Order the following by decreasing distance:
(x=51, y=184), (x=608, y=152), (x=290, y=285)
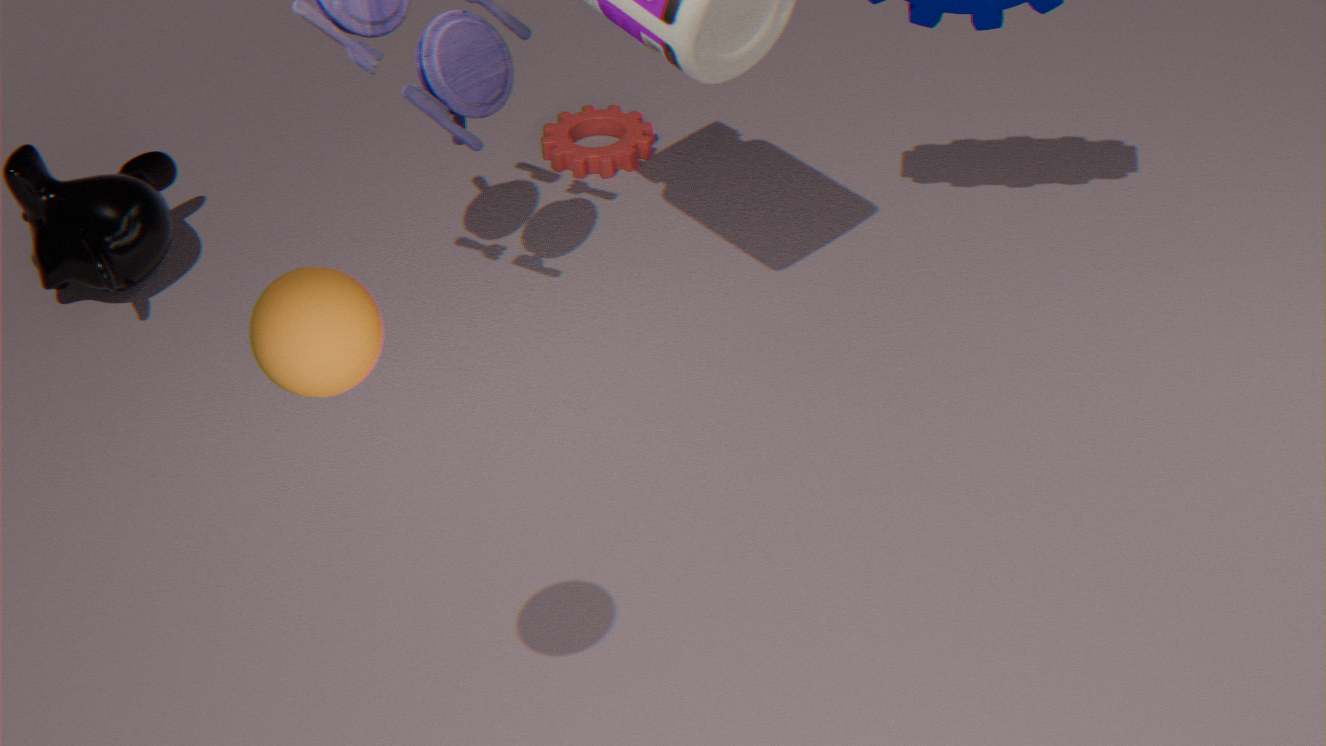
(x=608, y=152), (x=51, y=184), (x=290, y=285)
